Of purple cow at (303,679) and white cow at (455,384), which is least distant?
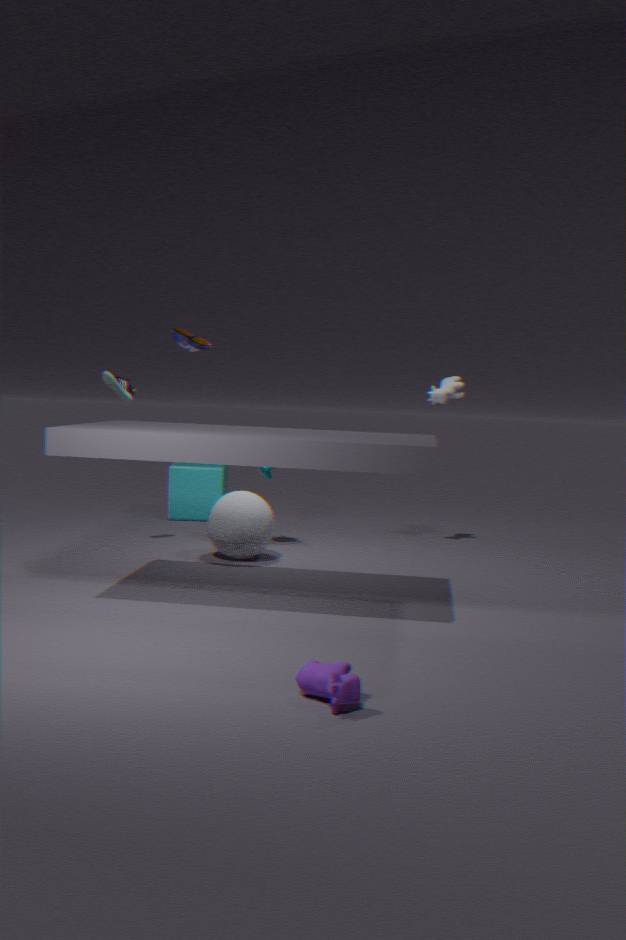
purple cow at (303,679)
